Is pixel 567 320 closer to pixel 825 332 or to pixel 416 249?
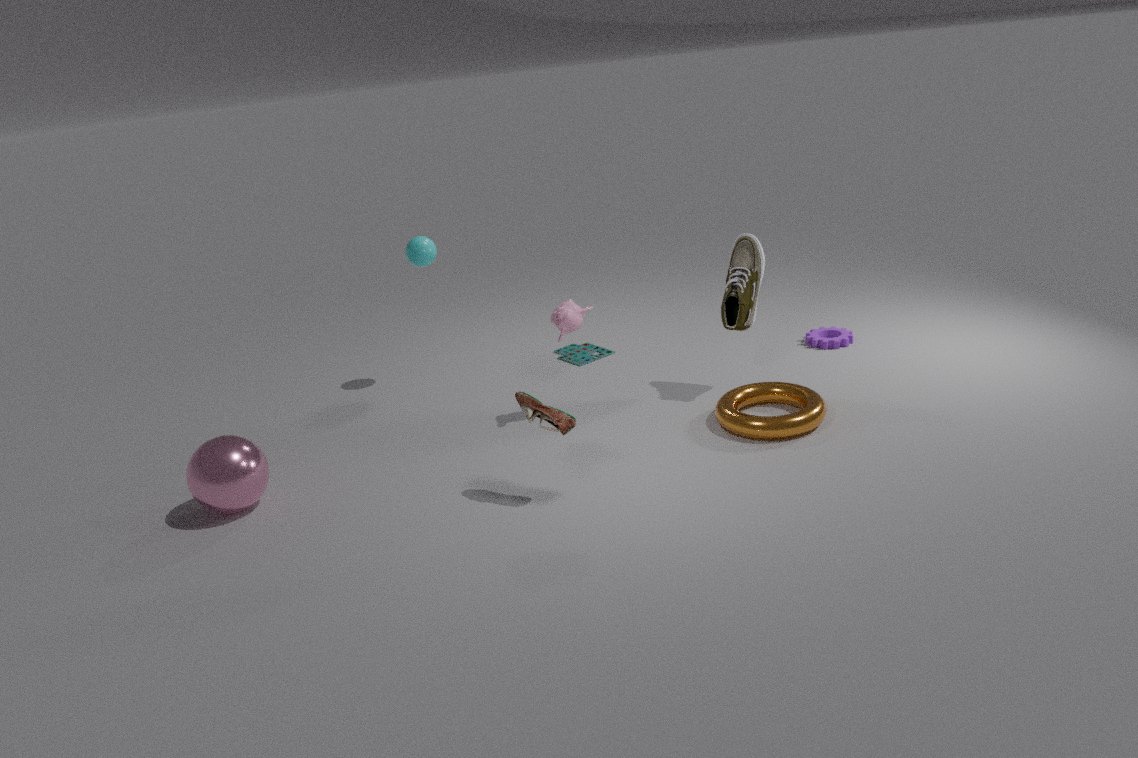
pixel 416 249
